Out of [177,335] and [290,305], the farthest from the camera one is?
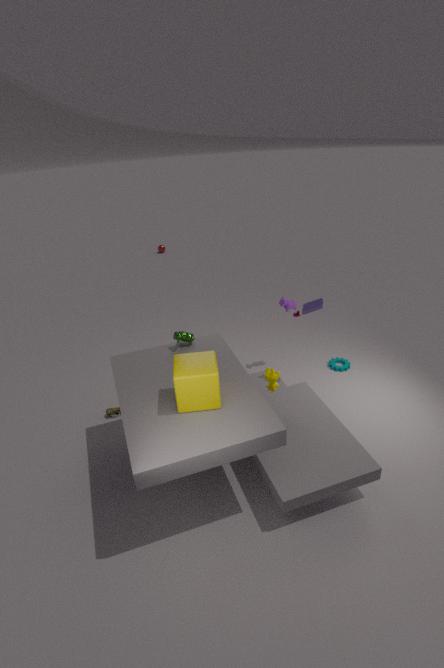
[290,305]
